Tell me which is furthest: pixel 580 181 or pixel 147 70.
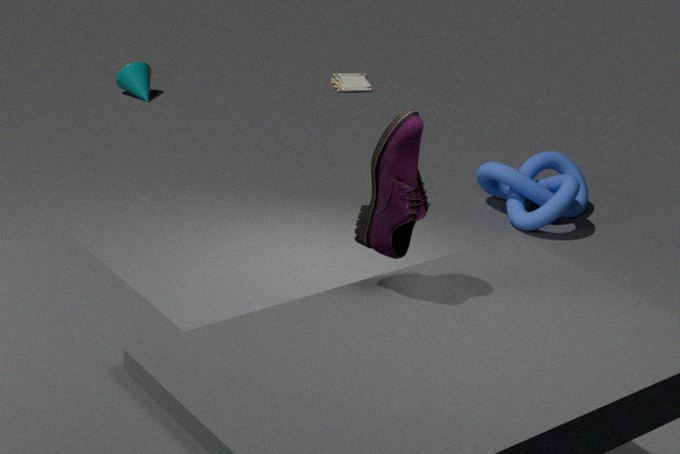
pixel 147 70
